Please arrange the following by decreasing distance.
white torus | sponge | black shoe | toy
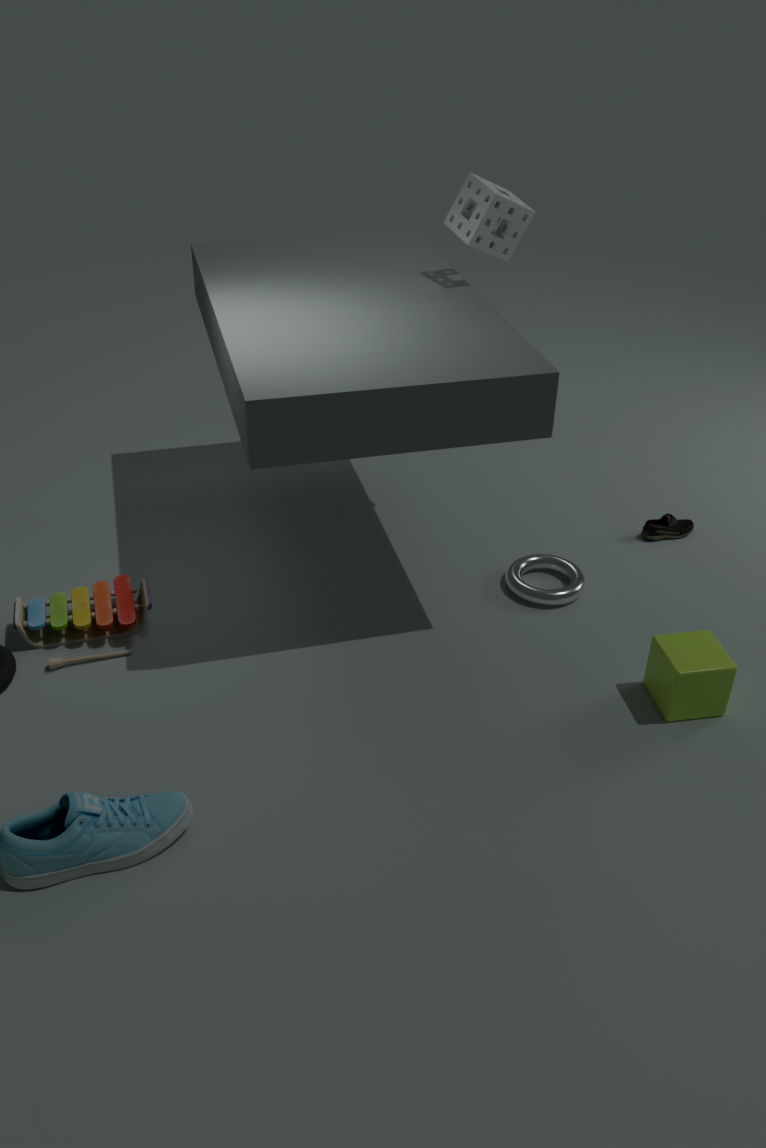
black shoe < white torus < sponge < toy
